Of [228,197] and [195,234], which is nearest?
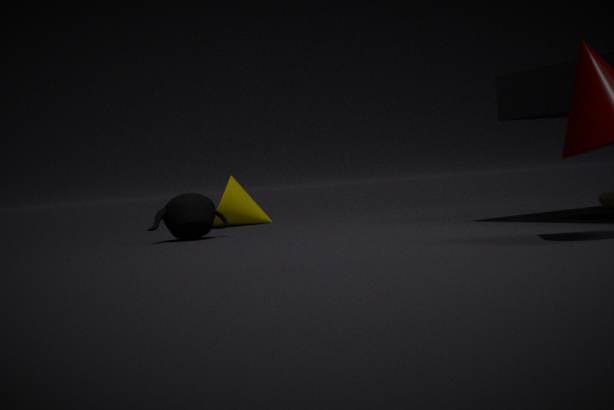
[195,234]
